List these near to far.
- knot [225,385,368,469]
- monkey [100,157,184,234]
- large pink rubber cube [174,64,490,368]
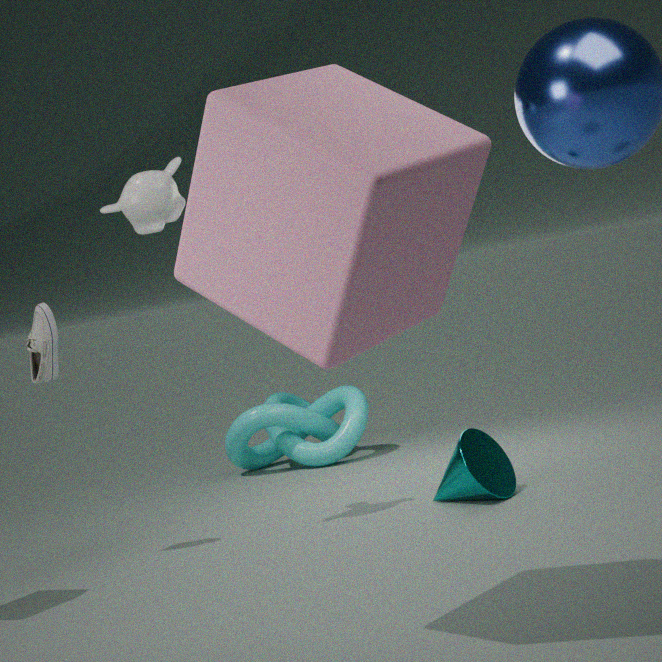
large pink rubber cube [174,64,490,368] < monkey [100,157,184,234] < knot [225,385,368,469]
